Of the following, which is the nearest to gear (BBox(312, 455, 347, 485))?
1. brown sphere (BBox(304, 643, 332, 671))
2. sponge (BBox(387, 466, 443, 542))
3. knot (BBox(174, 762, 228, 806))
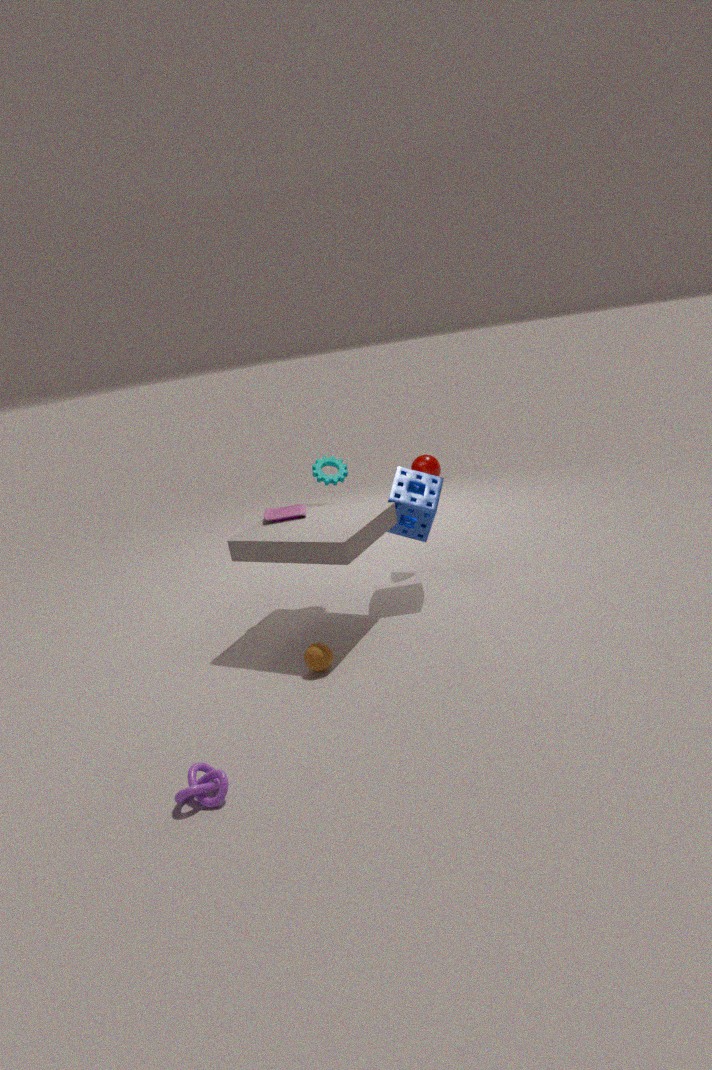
sponge (BBox(387, 466, 443, 542))
